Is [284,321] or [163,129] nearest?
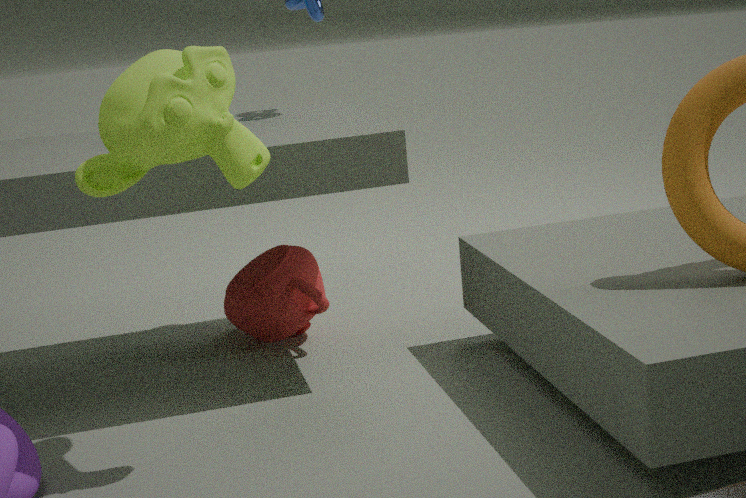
[163,129]
